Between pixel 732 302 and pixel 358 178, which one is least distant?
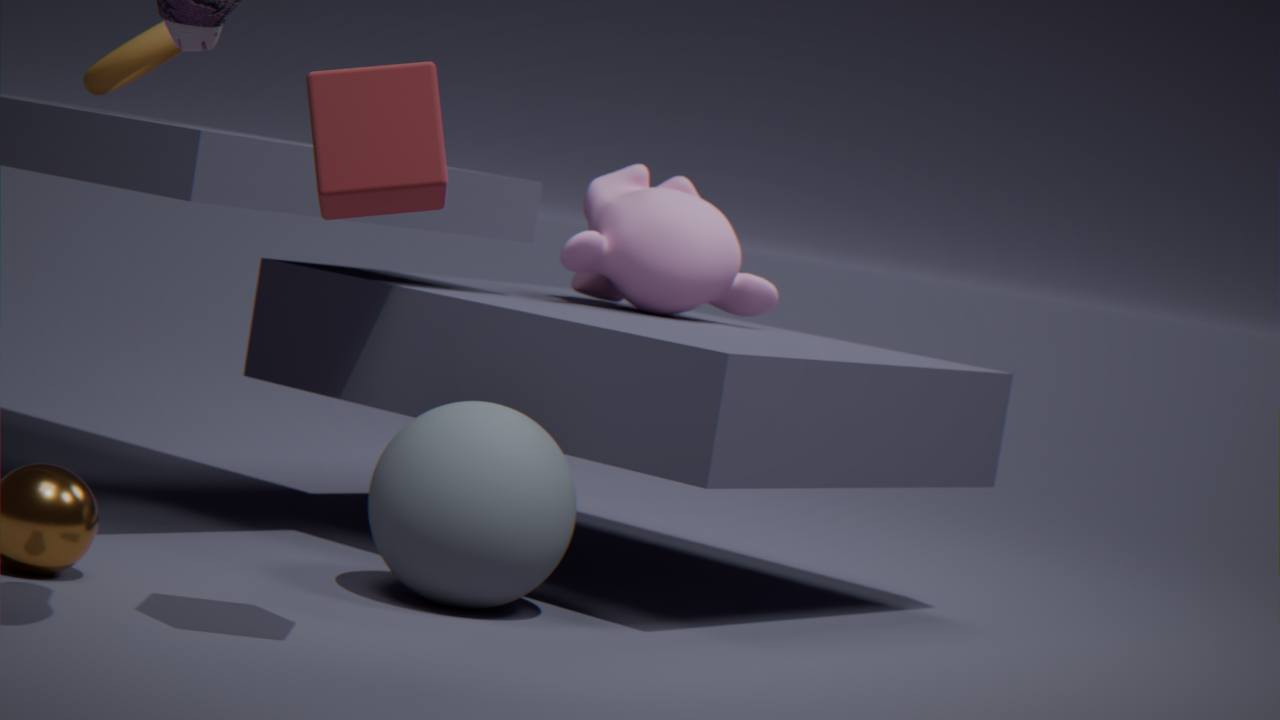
pixel 358 178
